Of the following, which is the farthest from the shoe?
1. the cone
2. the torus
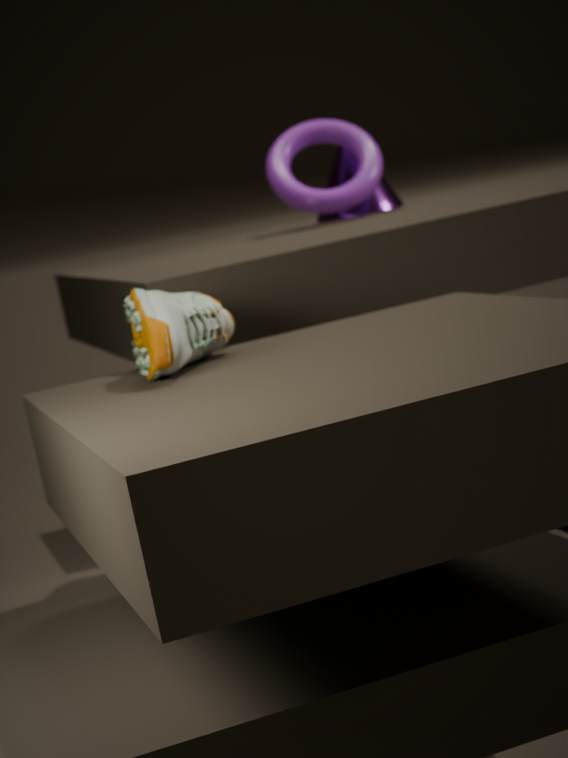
the cone
